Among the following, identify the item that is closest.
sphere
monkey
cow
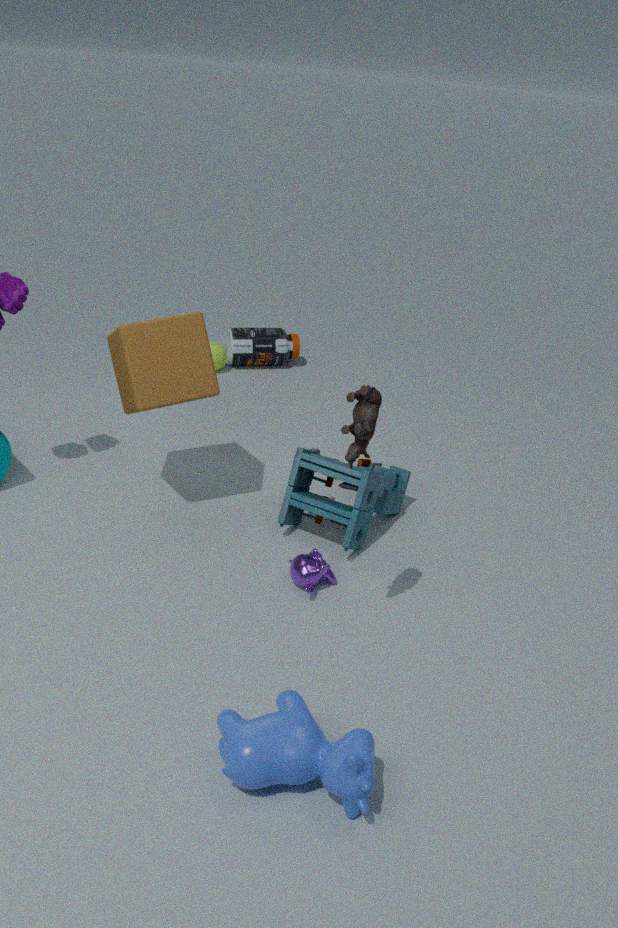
cow
